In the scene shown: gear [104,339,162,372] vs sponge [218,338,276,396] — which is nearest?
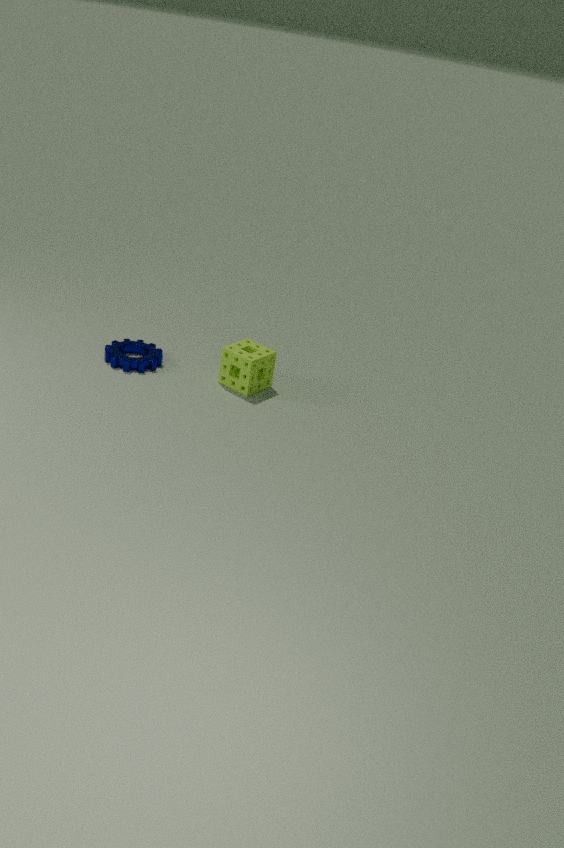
sponge [218,338,276,396]
